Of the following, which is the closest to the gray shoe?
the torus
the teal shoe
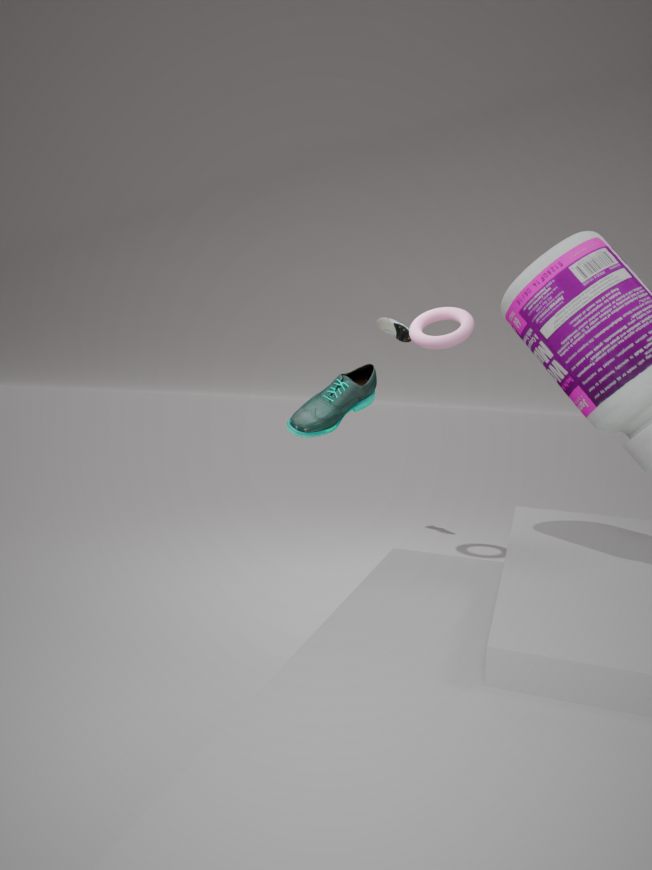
the torus
